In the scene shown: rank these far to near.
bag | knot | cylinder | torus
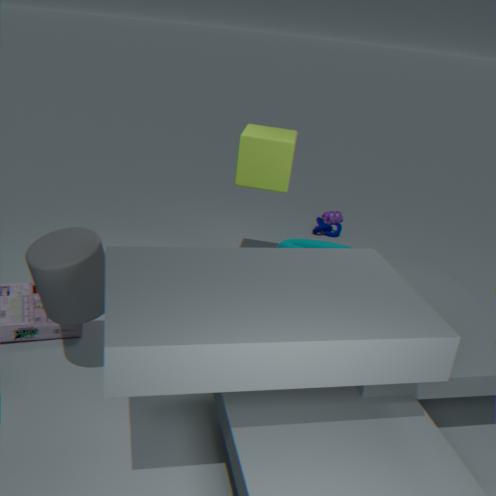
knot, bag, torus, cylinder
